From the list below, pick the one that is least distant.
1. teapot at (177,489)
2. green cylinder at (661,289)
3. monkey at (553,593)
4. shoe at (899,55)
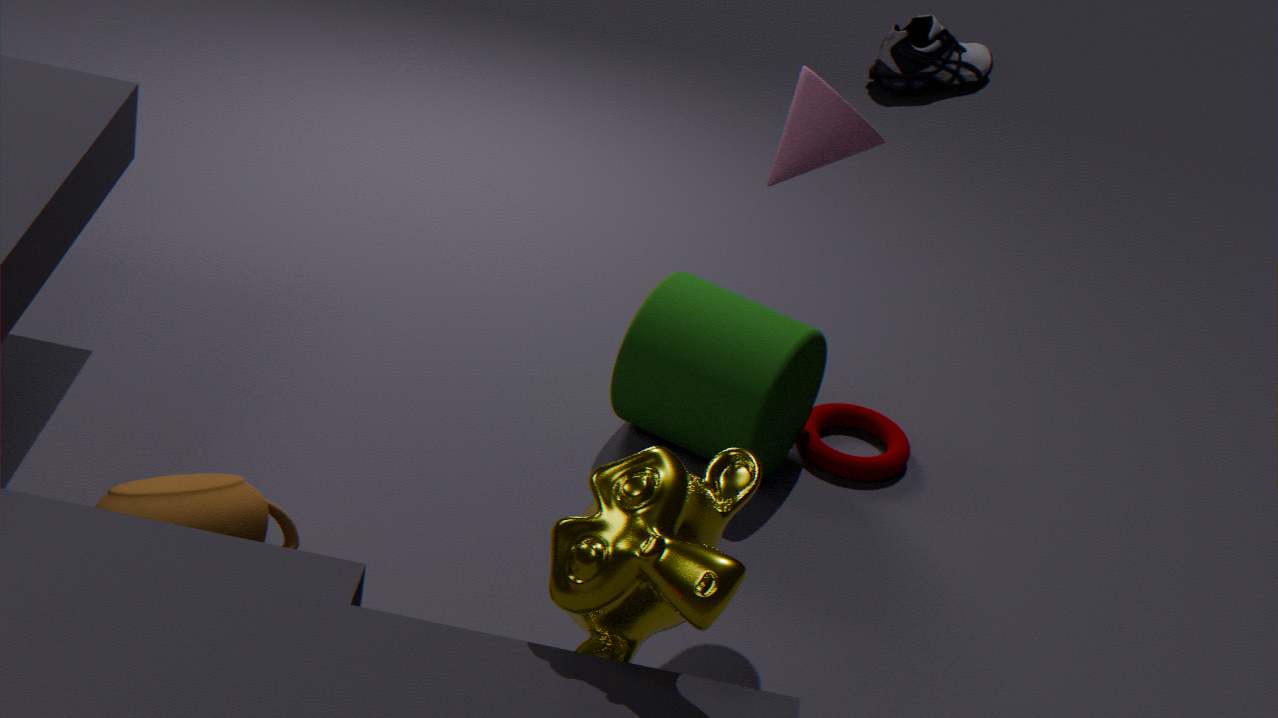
monkey at (553,593)
